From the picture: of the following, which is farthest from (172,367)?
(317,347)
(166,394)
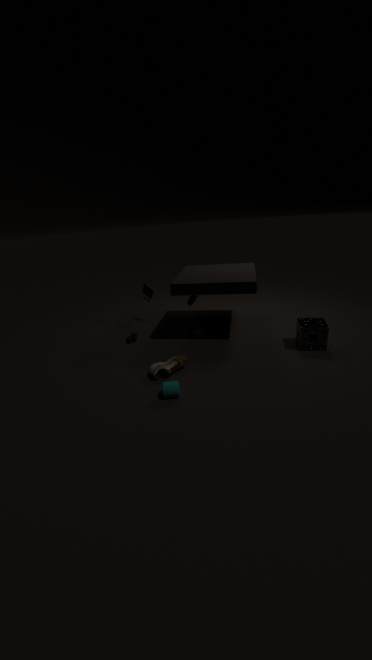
(317,347)
